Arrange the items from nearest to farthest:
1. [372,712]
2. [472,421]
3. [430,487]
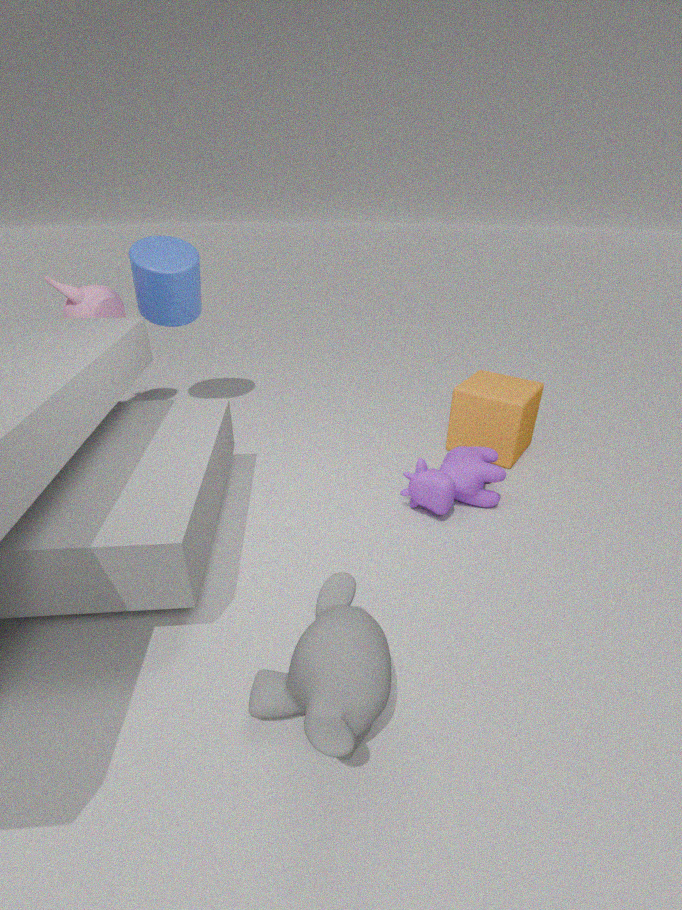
1. [372,712]
2. [430,487]
3. [472,421]
